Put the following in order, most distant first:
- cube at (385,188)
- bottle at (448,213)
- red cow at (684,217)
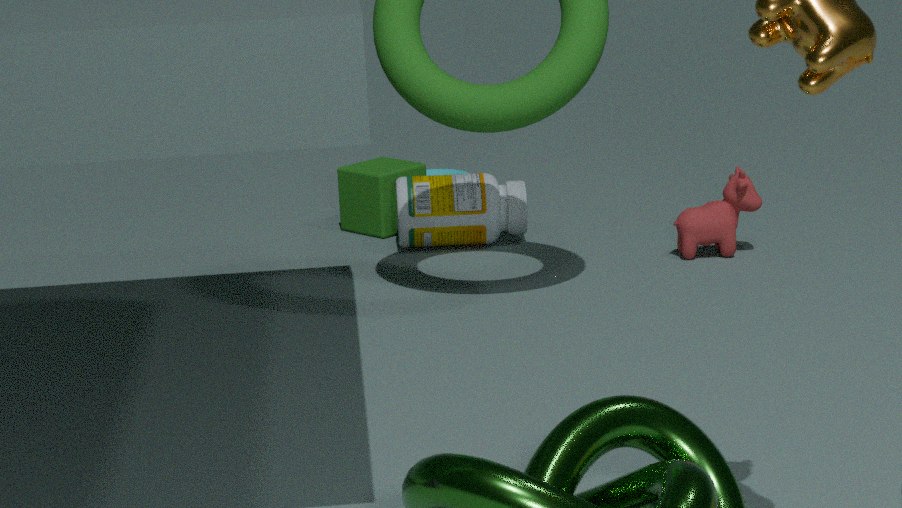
cube at (385,188)
bottle at (448,213)
red cow at (684,217)
